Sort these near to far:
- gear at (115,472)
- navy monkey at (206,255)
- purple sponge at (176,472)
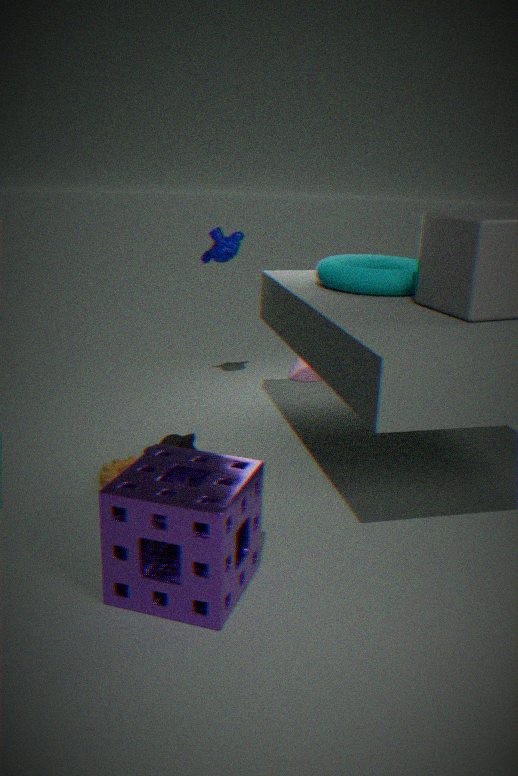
purple sponge at (176,472), gear at (115,472), navy monkey at (206,255)
